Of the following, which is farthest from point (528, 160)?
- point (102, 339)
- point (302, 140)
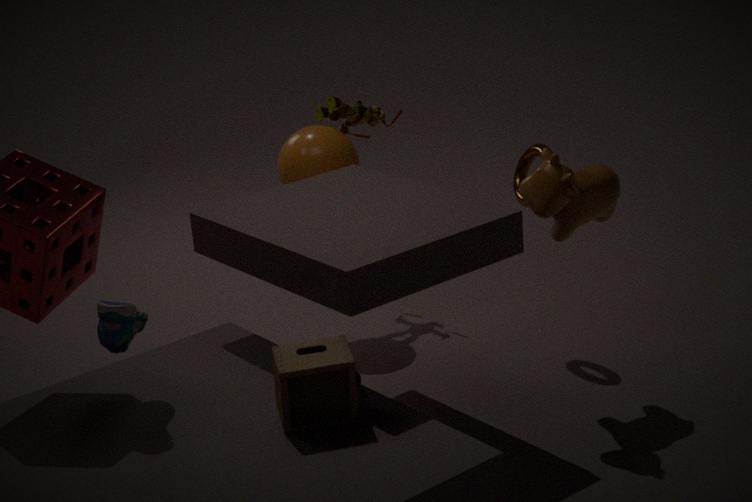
point (102, 339)
